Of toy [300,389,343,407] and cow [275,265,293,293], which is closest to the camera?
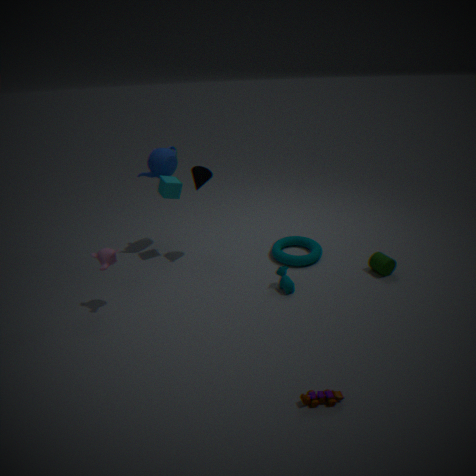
toy [300,389,343,407]
